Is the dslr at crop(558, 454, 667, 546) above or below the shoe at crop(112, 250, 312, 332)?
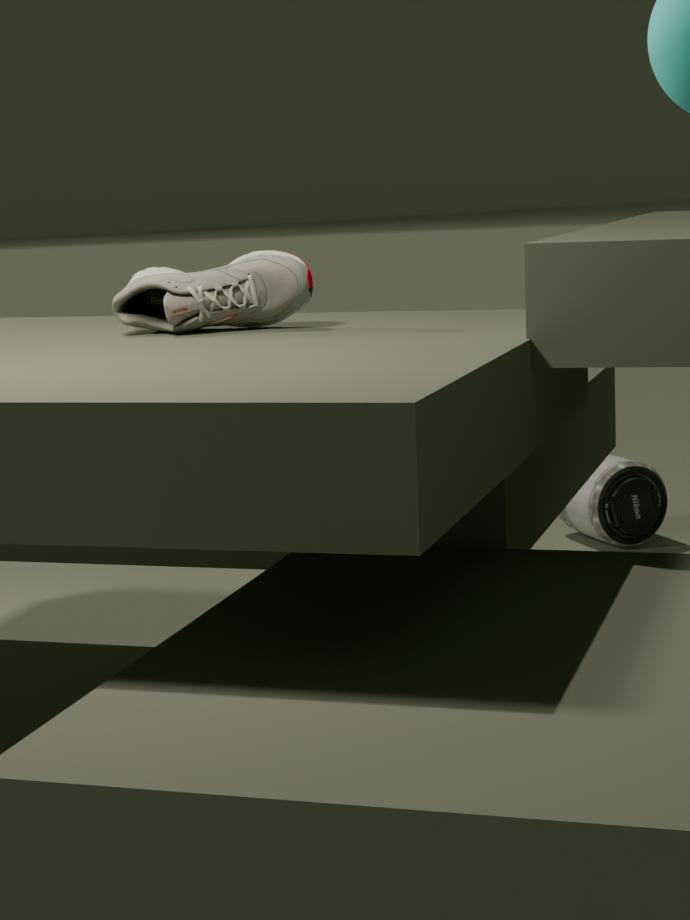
below
